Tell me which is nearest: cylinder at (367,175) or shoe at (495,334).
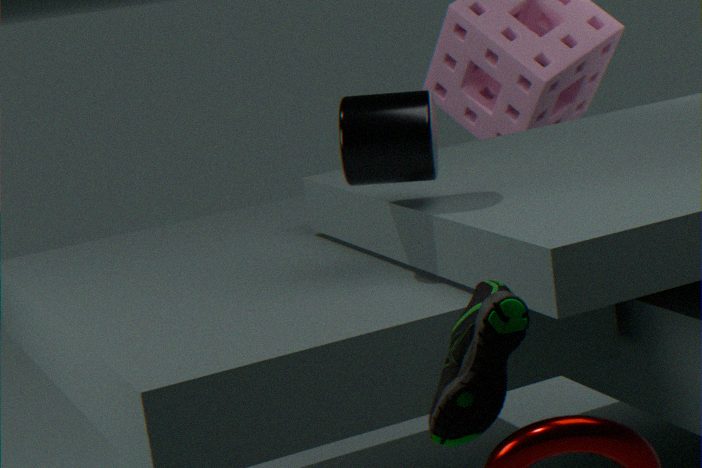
shoe at (495,334)
